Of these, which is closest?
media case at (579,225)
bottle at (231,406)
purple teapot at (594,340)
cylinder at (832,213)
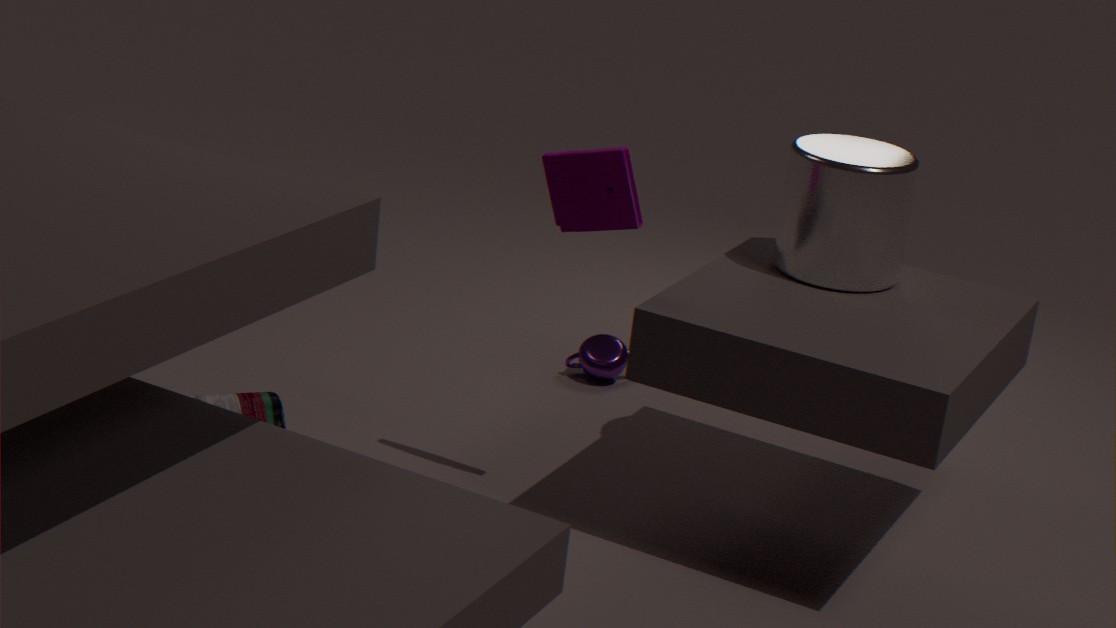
media case at (579,225)
